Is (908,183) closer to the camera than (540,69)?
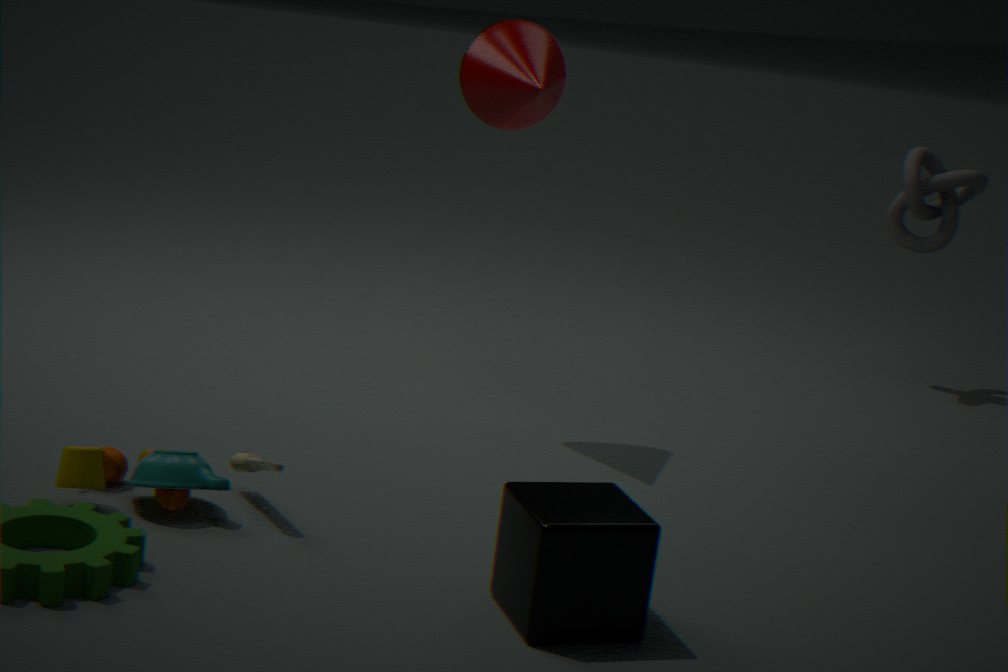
No
